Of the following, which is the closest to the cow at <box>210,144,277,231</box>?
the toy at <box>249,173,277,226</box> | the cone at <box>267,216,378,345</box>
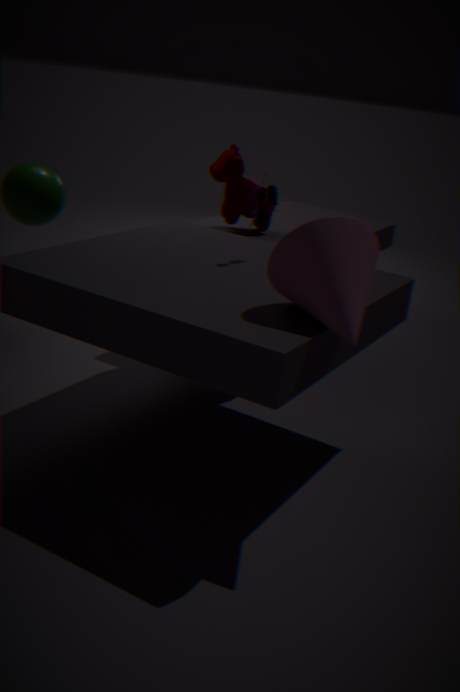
the toy at <box>249,173,277,226</box>
